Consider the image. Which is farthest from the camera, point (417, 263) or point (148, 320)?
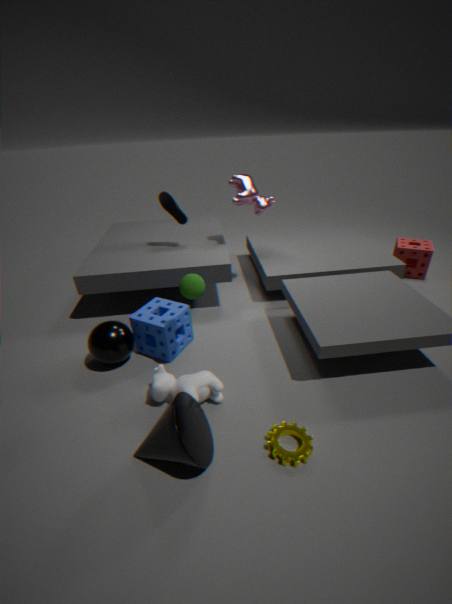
point (417, 263)
